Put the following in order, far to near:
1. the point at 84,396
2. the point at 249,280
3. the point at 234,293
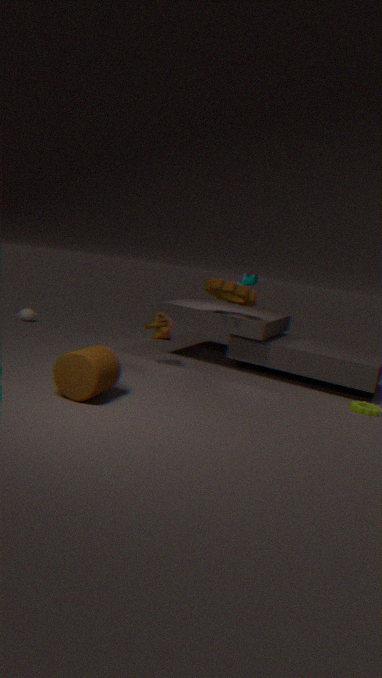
1. the point at 249,280
2. the point at 234,293
3. the point at 84,396
